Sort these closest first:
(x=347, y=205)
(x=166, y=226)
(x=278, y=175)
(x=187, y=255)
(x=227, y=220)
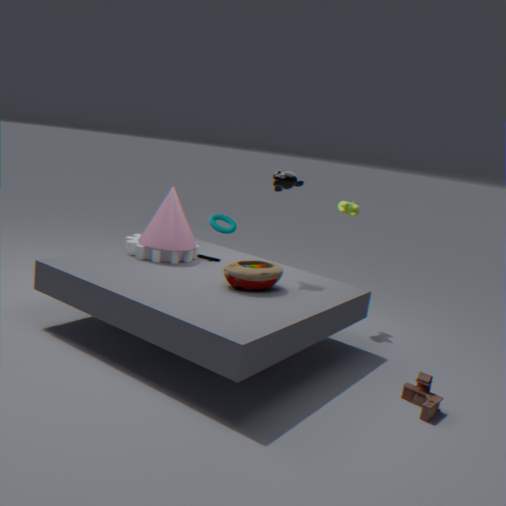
(x=278, y=175) < (x=166, y=226) < (x=187, y=255) < (x=347, y=205) < (x=227, y=220)
